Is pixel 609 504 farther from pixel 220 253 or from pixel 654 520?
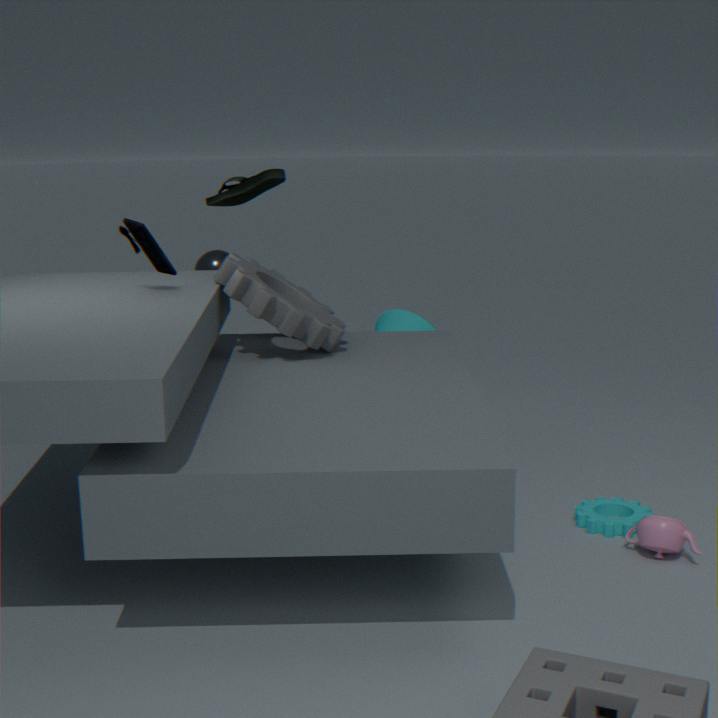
pixel 220 253
